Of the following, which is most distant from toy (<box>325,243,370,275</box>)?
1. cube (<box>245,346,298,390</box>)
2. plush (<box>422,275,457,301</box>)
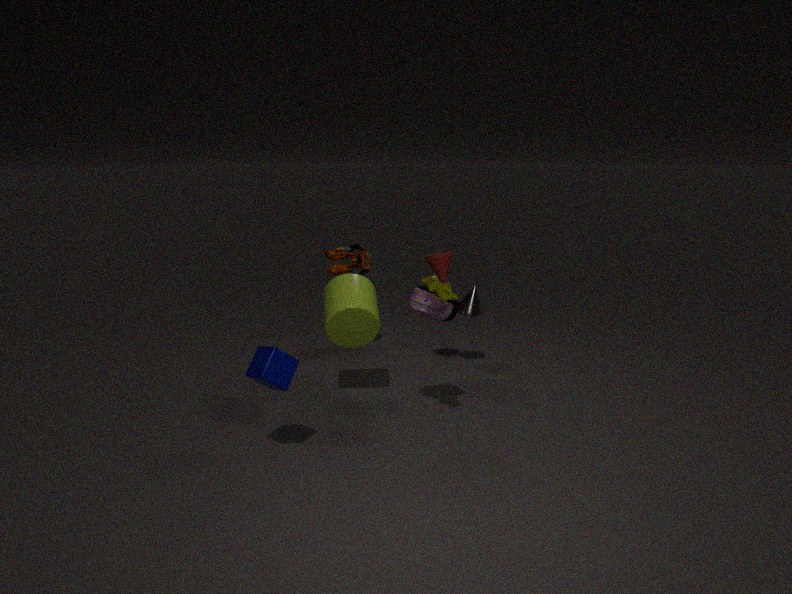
cube (<box>245,346,298,390</box>)
